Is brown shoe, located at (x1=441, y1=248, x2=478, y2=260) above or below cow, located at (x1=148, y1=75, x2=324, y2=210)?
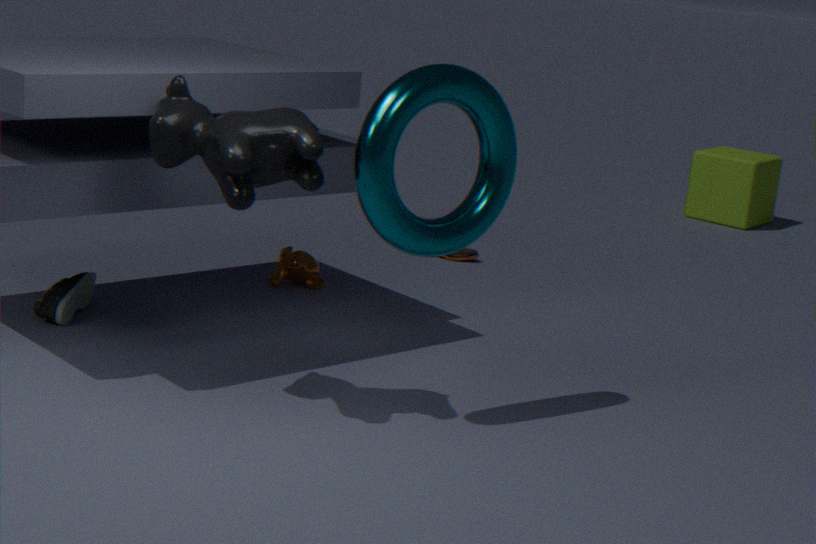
below
